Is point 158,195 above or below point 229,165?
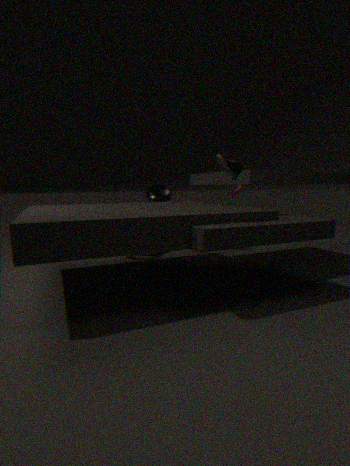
below
